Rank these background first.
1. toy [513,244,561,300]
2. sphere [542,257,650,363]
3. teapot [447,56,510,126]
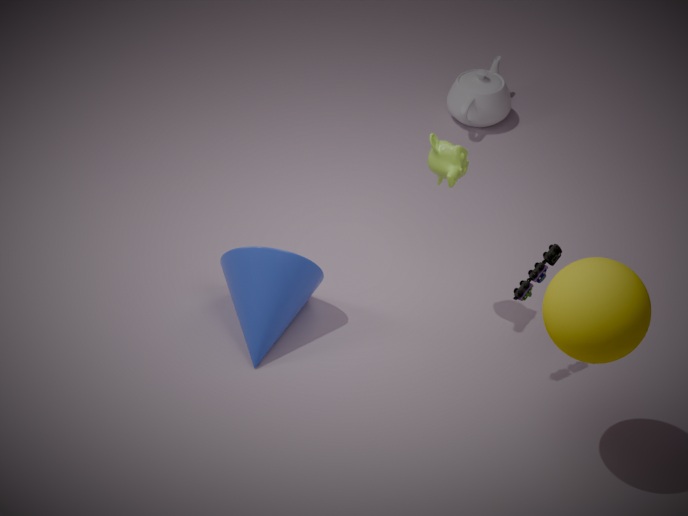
teapot [447,56,510,126], toy [513,244,561,300], sphere [542,257,650,363]
